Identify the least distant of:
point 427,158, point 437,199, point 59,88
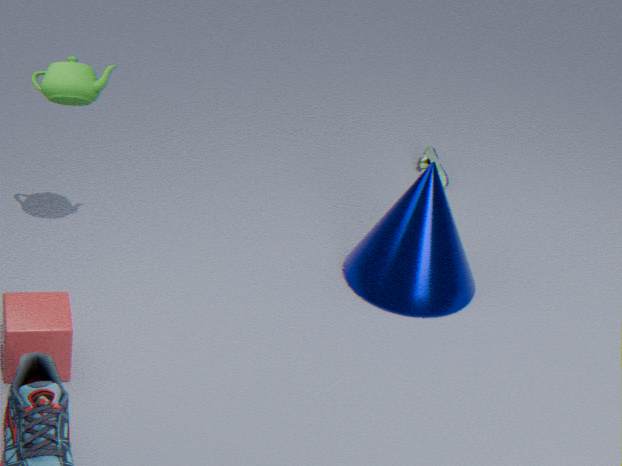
point 59,88
